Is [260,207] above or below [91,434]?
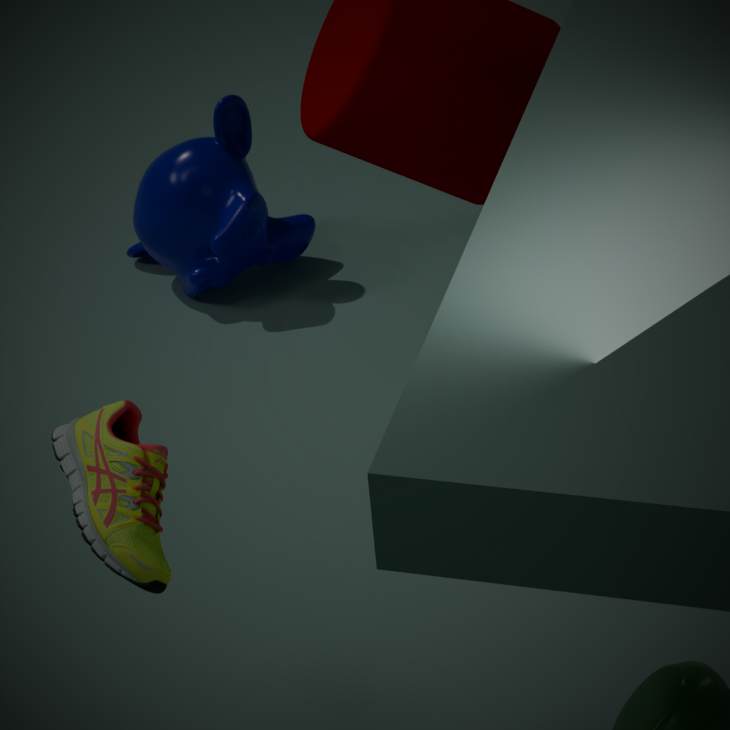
below
